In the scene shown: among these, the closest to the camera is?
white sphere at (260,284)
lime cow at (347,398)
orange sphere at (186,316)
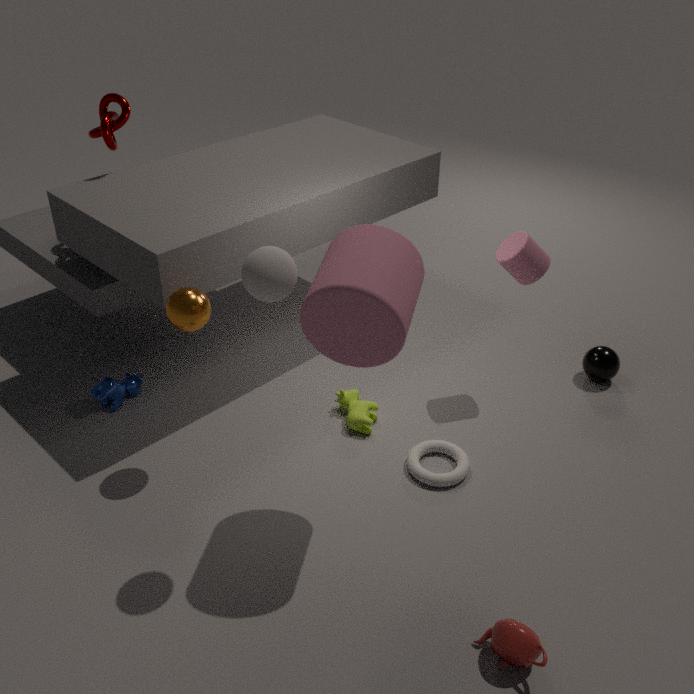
white sphere at (260,284)
